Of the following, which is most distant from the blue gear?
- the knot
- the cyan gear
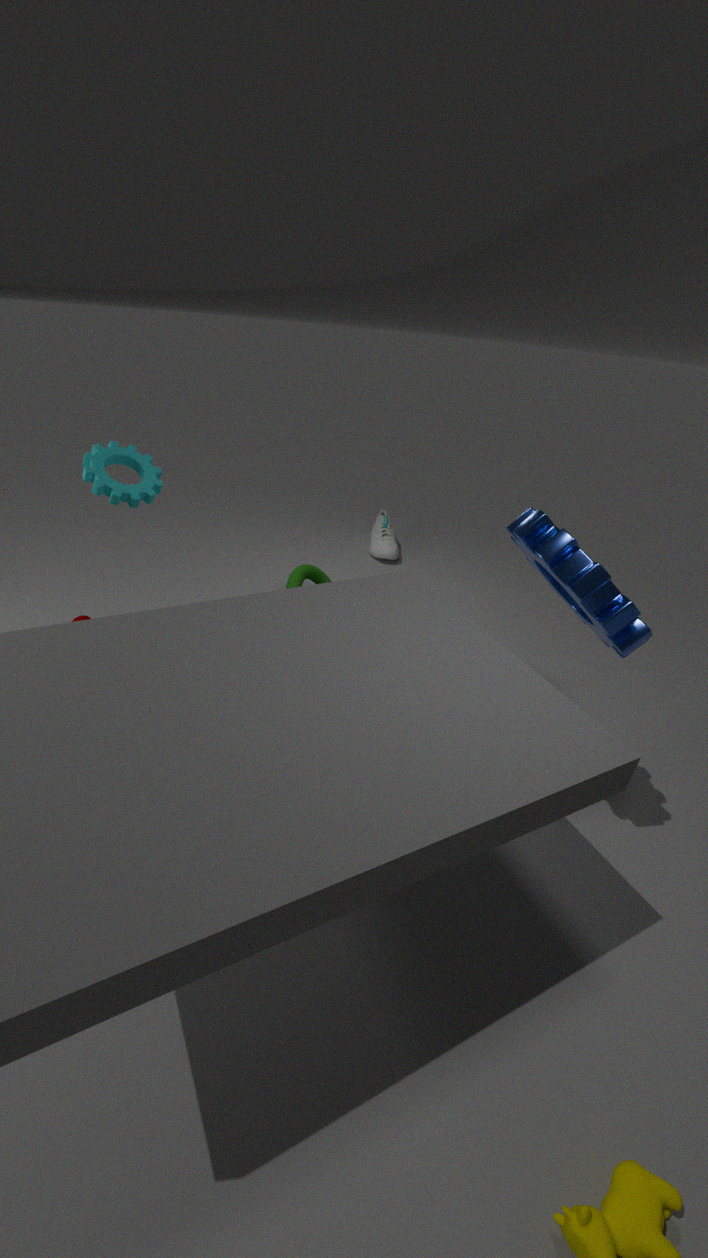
the cyan gear
